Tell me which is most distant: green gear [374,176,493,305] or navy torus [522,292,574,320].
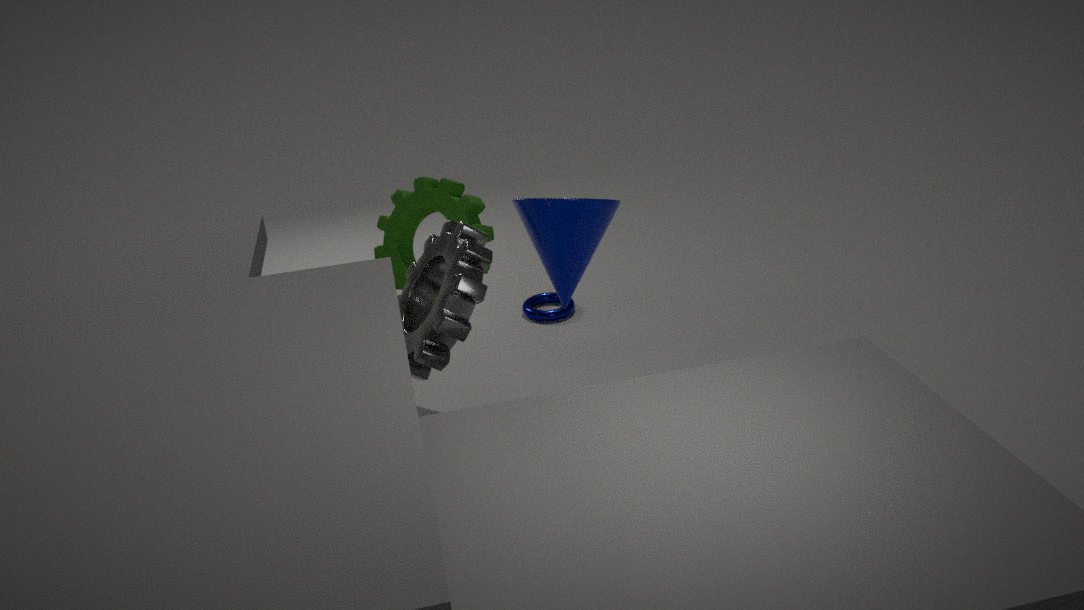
navy torus [522,292,574,320]
